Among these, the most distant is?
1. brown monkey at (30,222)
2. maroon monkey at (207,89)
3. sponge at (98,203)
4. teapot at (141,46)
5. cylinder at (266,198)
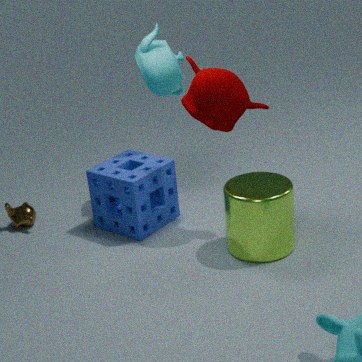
brown monkey at (30,222)
